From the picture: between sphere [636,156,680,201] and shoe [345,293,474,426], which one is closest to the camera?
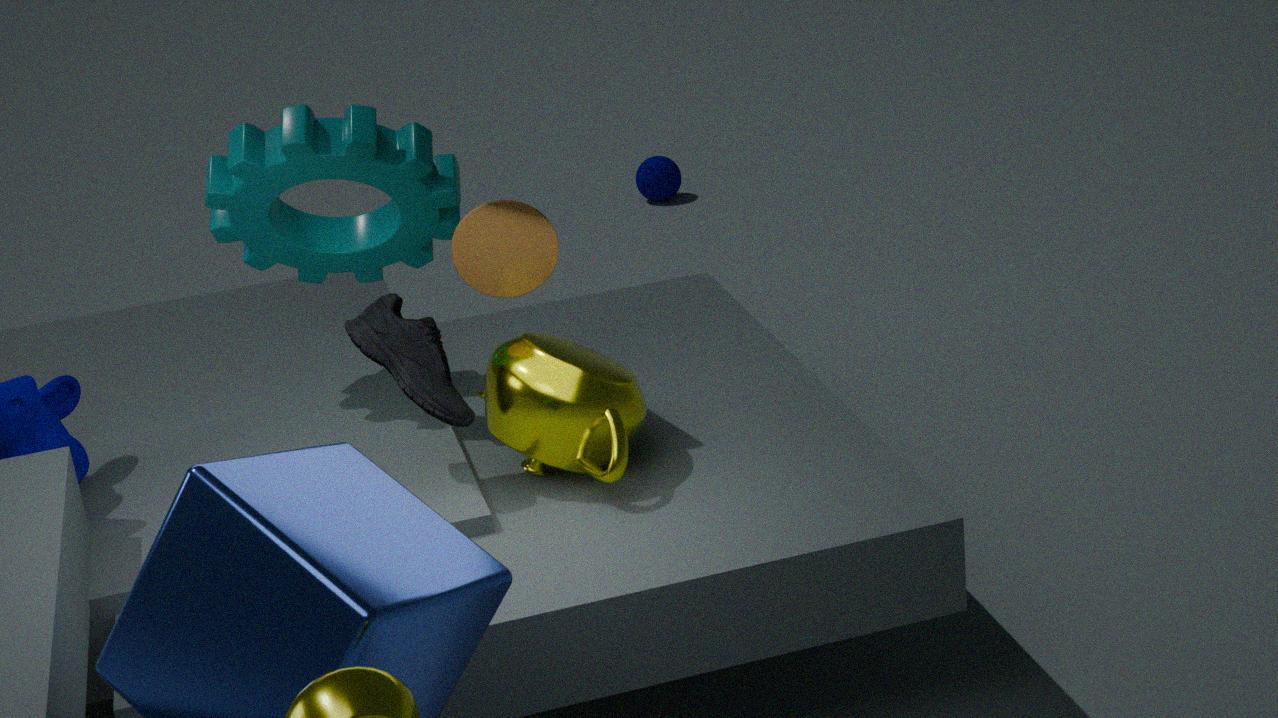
shoe [345,293,474,426]
